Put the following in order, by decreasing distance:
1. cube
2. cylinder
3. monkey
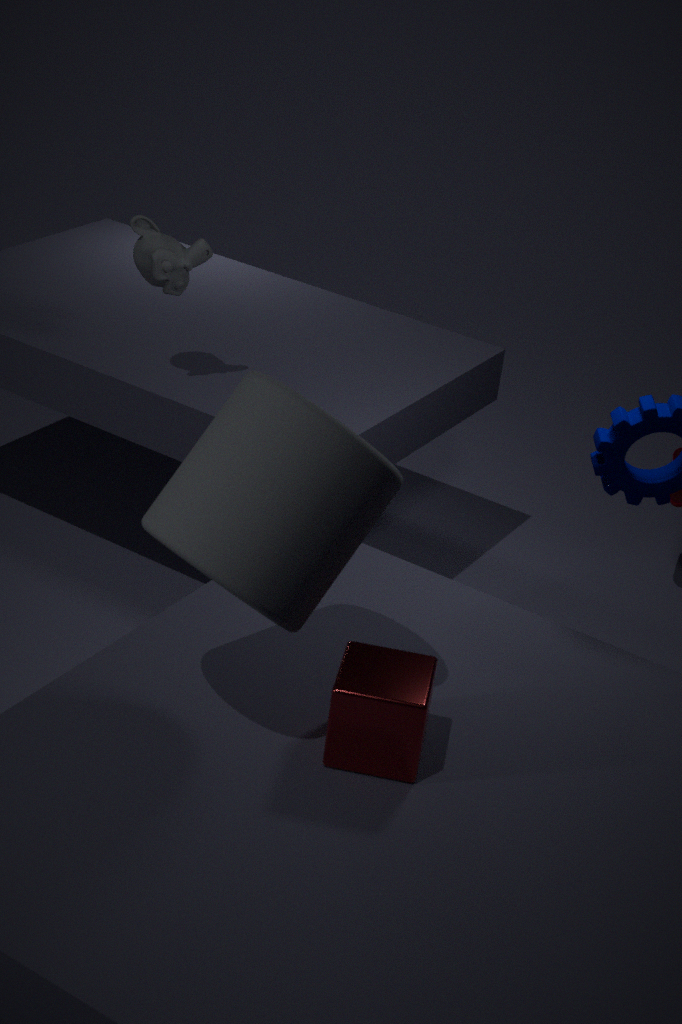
monkey < cube < cylinder
